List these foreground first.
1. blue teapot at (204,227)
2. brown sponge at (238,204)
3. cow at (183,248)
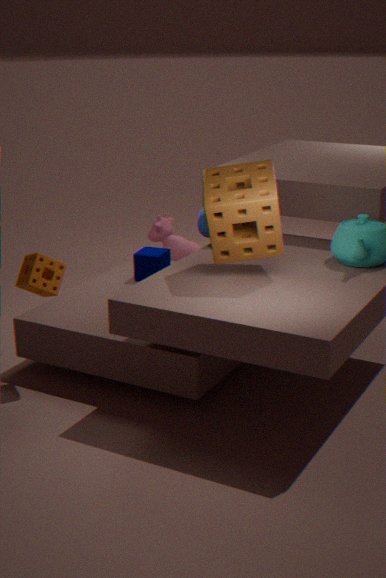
brown sponge at (238,204)
blue teapot at (204,227)
cow at (183,248)
